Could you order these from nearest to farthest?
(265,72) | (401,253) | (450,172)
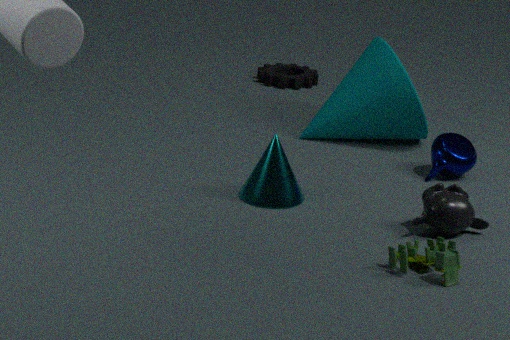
(401,253) → (450,172) → (265,72)
